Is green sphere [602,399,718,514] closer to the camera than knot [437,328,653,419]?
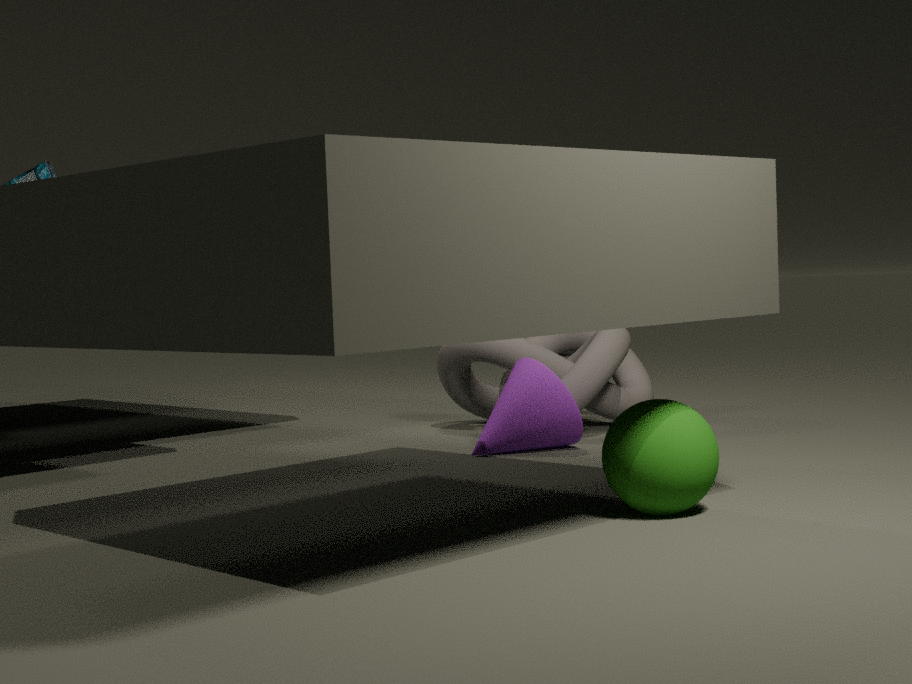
Yes
